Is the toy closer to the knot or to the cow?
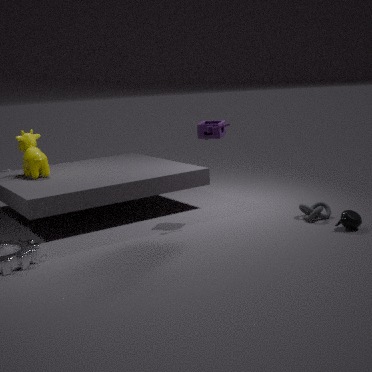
the knot
